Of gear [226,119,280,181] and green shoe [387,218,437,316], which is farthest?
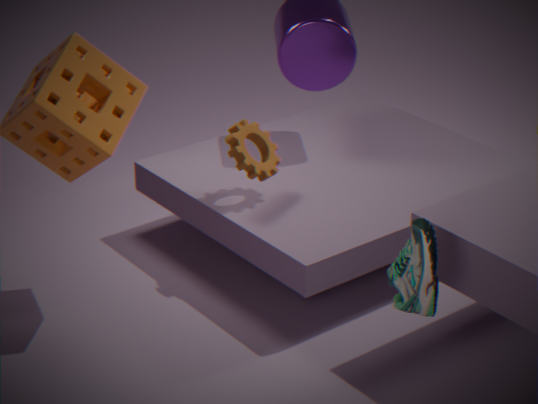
gear [226,119,280,181]
